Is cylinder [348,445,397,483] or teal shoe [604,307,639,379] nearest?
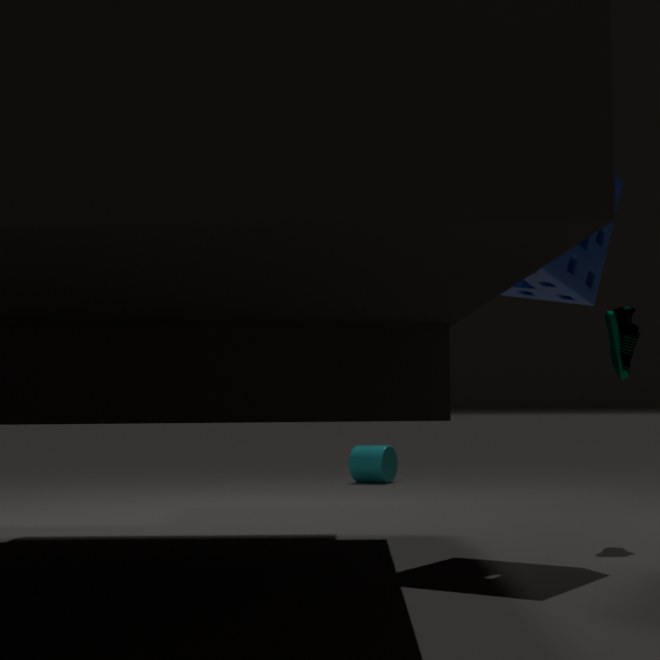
teal shoe [604,307,639,379]
